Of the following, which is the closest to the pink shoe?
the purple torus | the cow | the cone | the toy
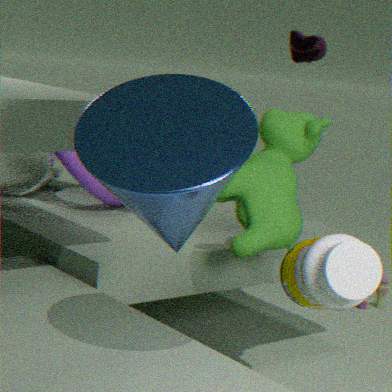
the cow
